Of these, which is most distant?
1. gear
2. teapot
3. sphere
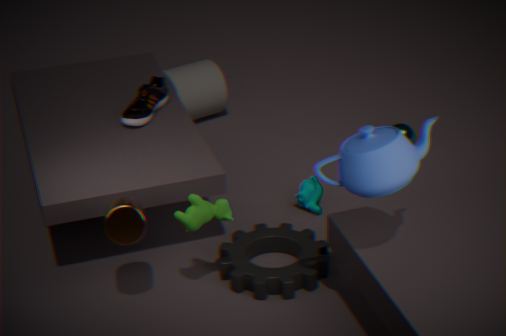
sphere
